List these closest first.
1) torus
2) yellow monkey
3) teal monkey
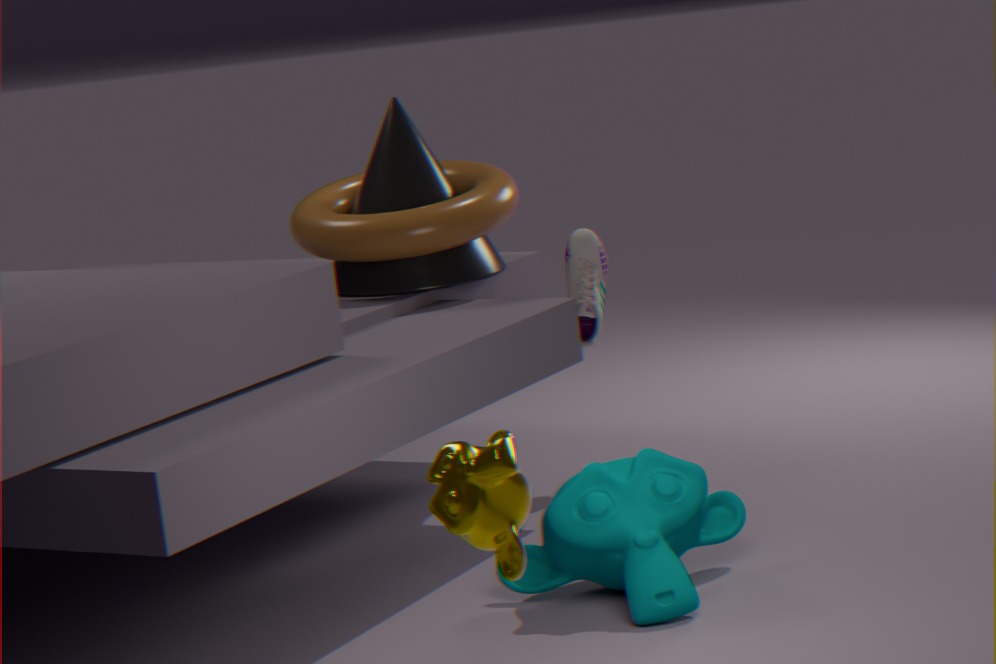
2. yellow monkey
3. teal monkey
1. torus
